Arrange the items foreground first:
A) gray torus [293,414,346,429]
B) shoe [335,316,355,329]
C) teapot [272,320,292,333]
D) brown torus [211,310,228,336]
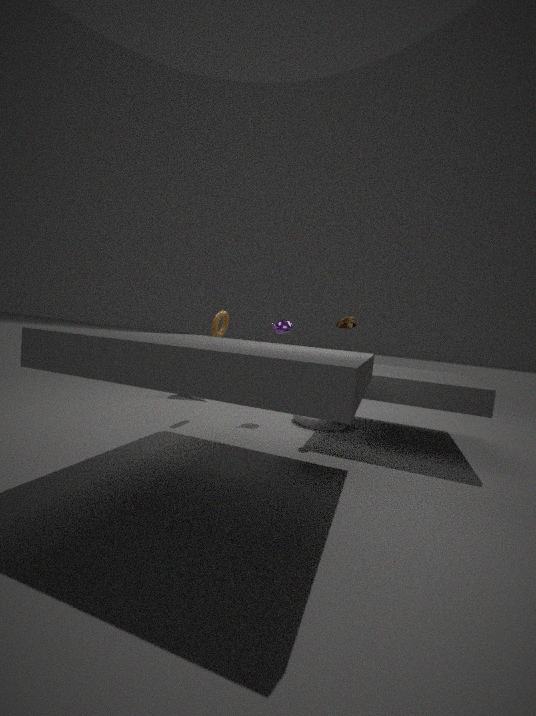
1. shoe [335,316,355,329]
2. brown torus [211,310,228,336]
3. gray torus [293,414,346,429]
4. teapot [272,320,292,333]
